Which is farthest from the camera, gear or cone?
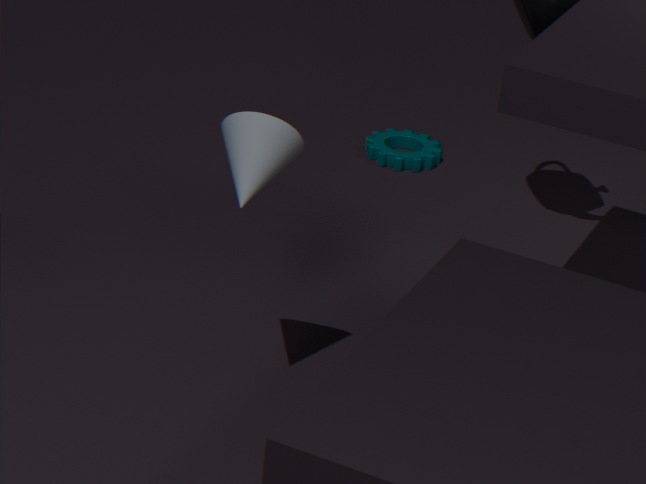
gear
